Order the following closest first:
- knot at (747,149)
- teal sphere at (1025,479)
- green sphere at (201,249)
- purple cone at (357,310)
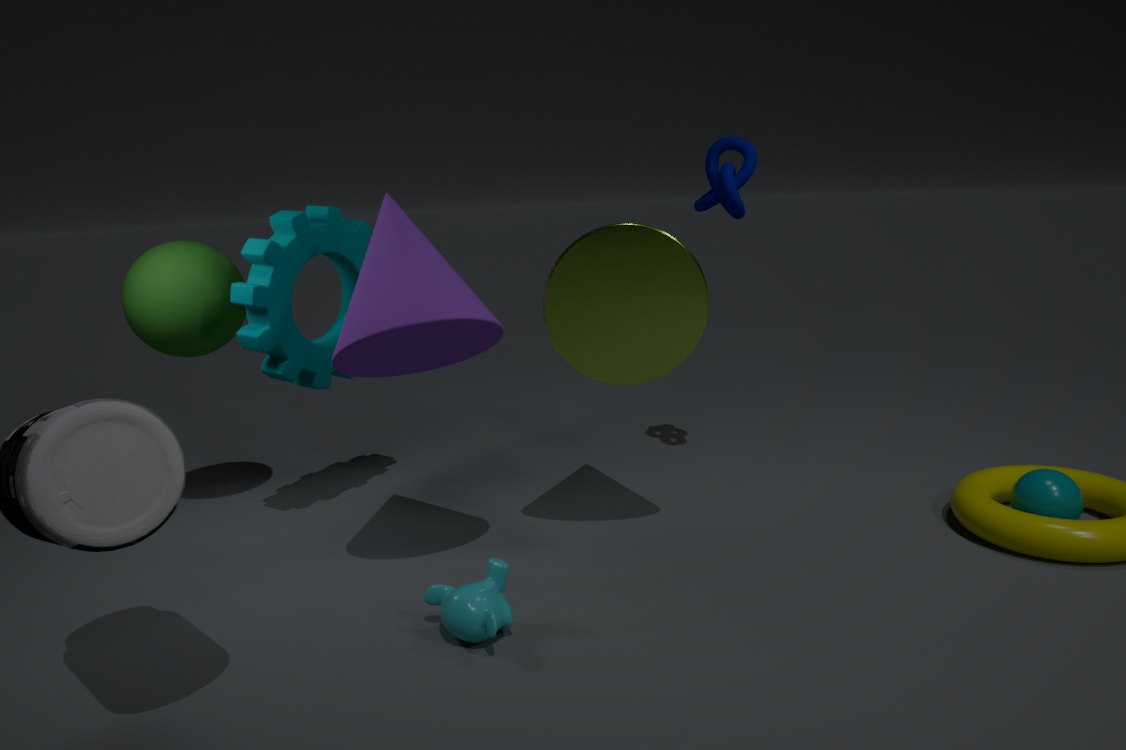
purple cone at (357,310)
teal sphere at (1025,479)
green sphere at (201,249)
knot at (747,149)
